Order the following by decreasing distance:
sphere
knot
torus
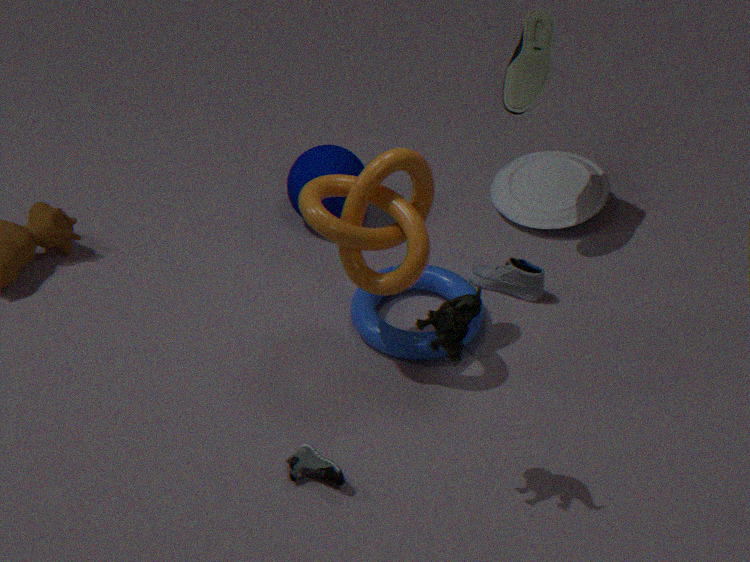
sphere < torus < knot
